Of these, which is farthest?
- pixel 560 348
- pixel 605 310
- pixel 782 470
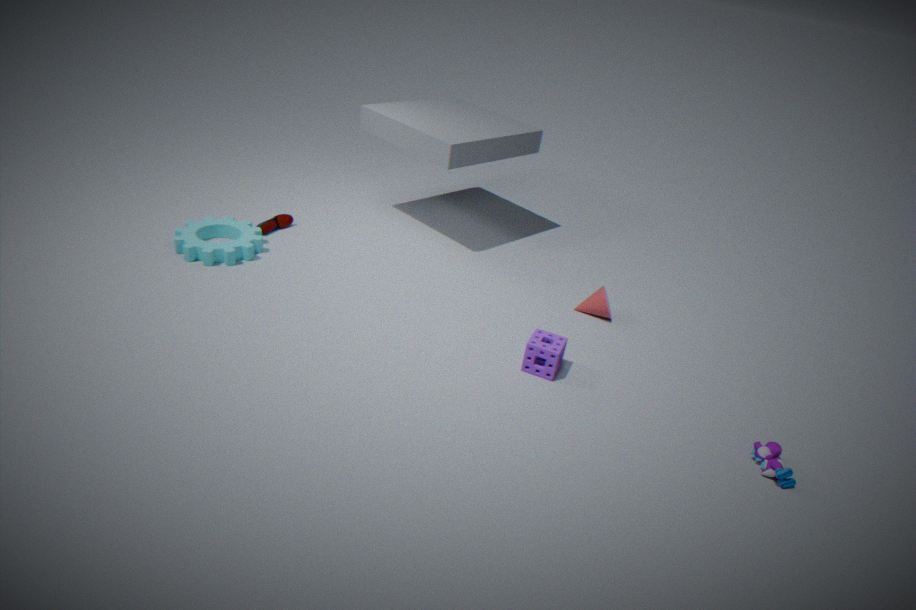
pixel 605 310
